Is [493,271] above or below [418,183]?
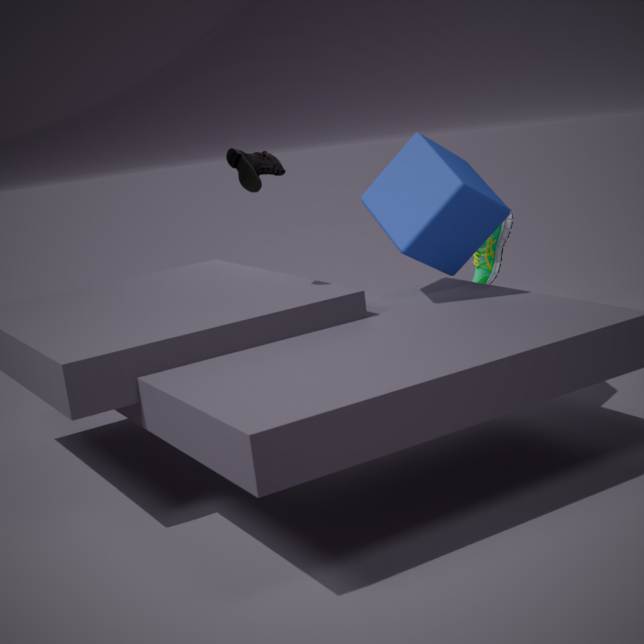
below
